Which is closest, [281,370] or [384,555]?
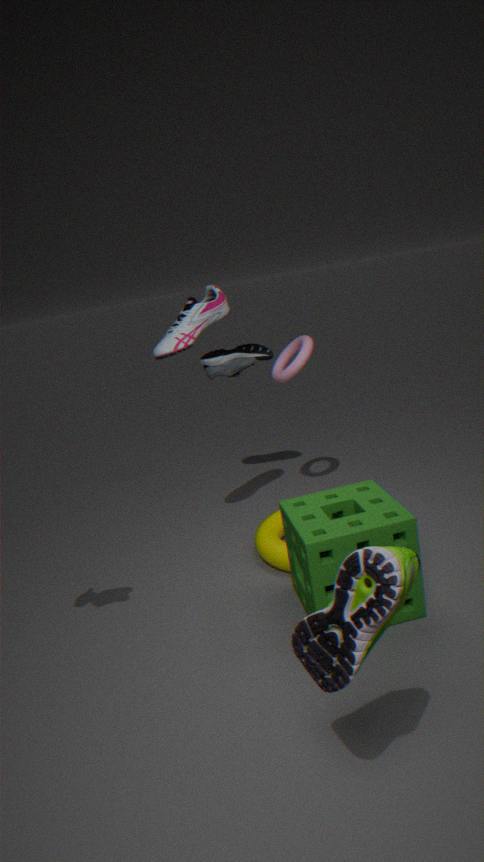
[384,555]
